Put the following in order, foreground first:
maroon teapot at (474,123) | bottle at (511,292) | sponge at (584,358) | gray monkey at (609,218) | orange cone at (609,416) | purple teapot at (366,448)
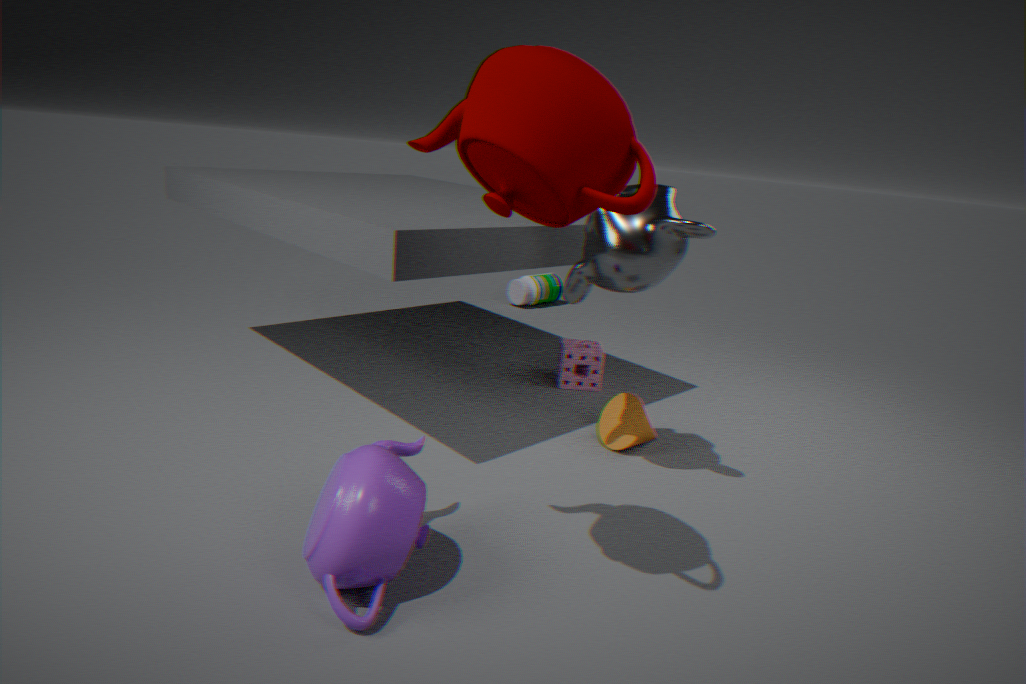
maroon teapot at (474,123), purple teapot at (366,448), gray monkey at (609,218), orange cone at (609,416), sponge at (584,358), bottle at (511,292)
